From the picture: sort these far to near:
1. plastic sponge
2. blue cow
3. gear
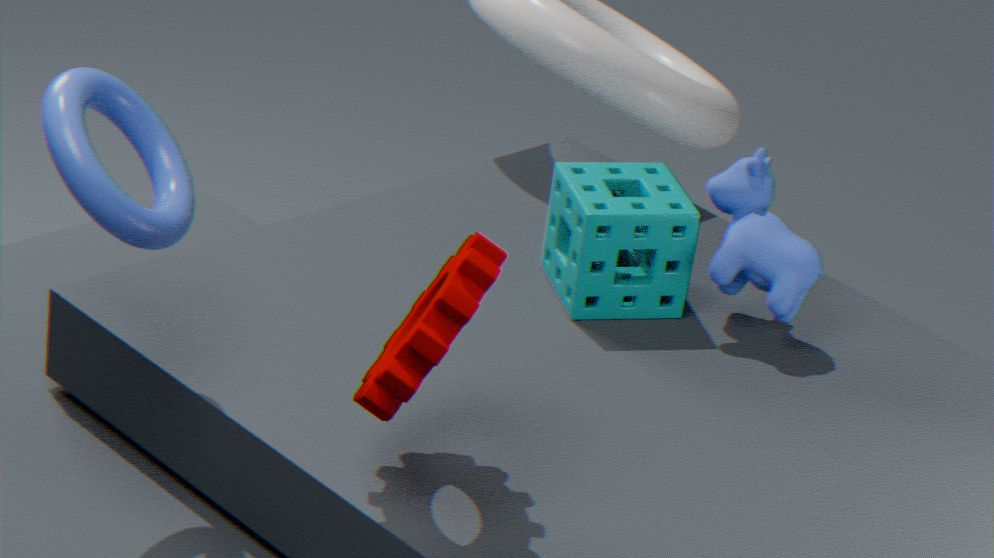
plastic sponge < blue cow < gear
